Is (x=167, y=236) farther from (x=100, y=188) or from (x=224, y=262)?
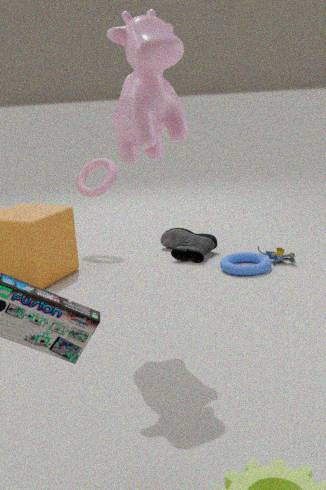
(x=100, y=188)
